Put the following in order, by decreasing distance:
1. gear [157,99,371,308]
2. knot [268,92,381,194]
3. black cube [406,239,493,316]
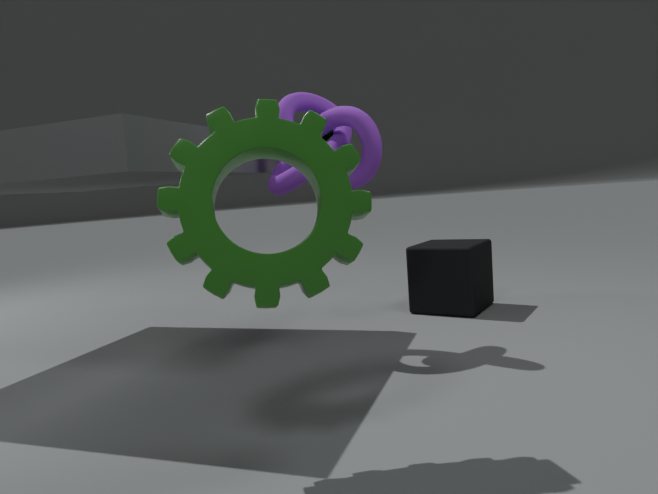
black cube [406,239,493,316] < knot [268,92,381,194] < gear [157,99,371,308]
